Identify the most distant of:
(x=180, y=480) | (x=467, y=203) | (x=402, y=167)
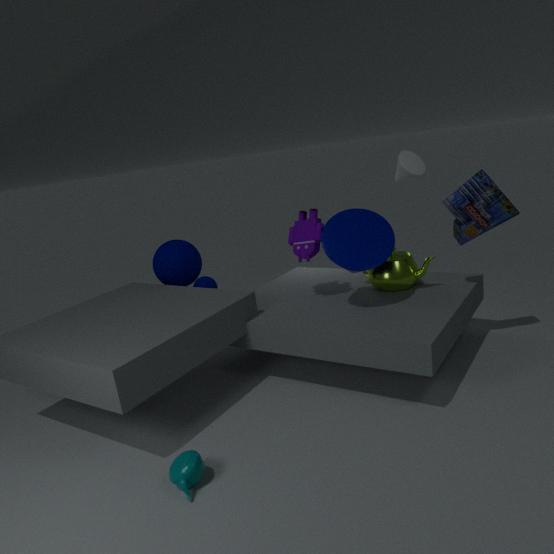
(x=402, y=167)
